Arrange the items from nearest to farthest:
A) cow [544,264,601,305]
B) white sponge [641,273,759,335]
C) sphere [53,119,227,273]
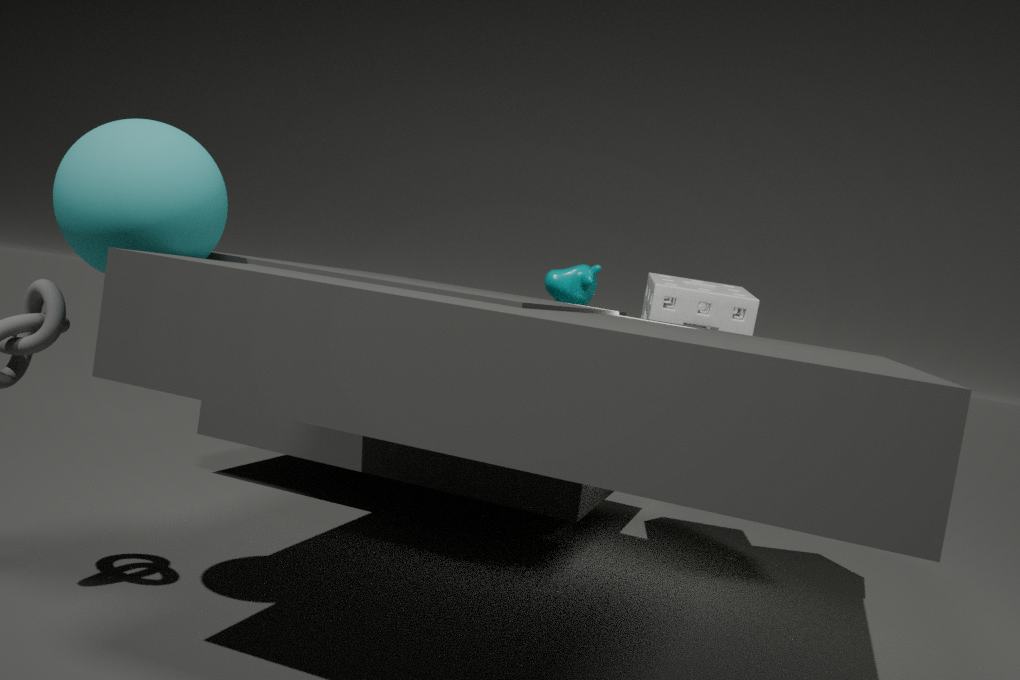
sphere [53,119,227,273]
white sponge [641,273,759,335]
cow [544,264,601,305]
